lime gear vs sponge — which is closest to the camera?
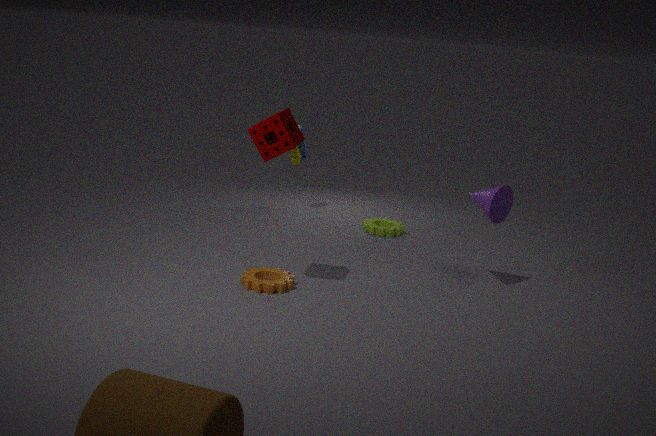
sponge
